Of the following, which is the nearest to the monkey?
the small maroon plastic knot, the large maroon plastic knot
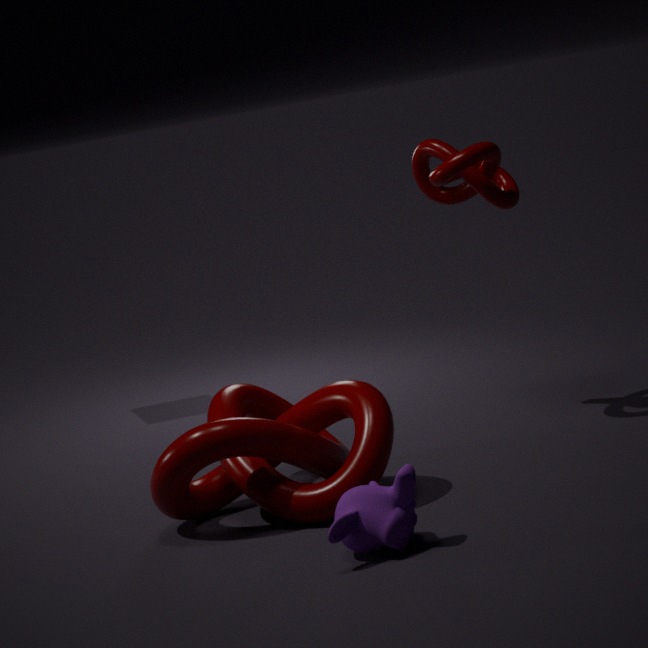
the large maroon plastic knot
